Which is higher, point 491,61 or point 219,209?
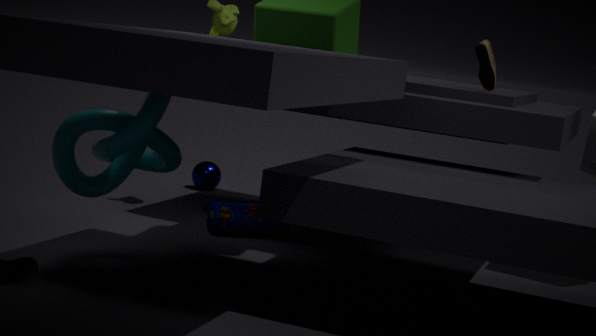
point 491,61
